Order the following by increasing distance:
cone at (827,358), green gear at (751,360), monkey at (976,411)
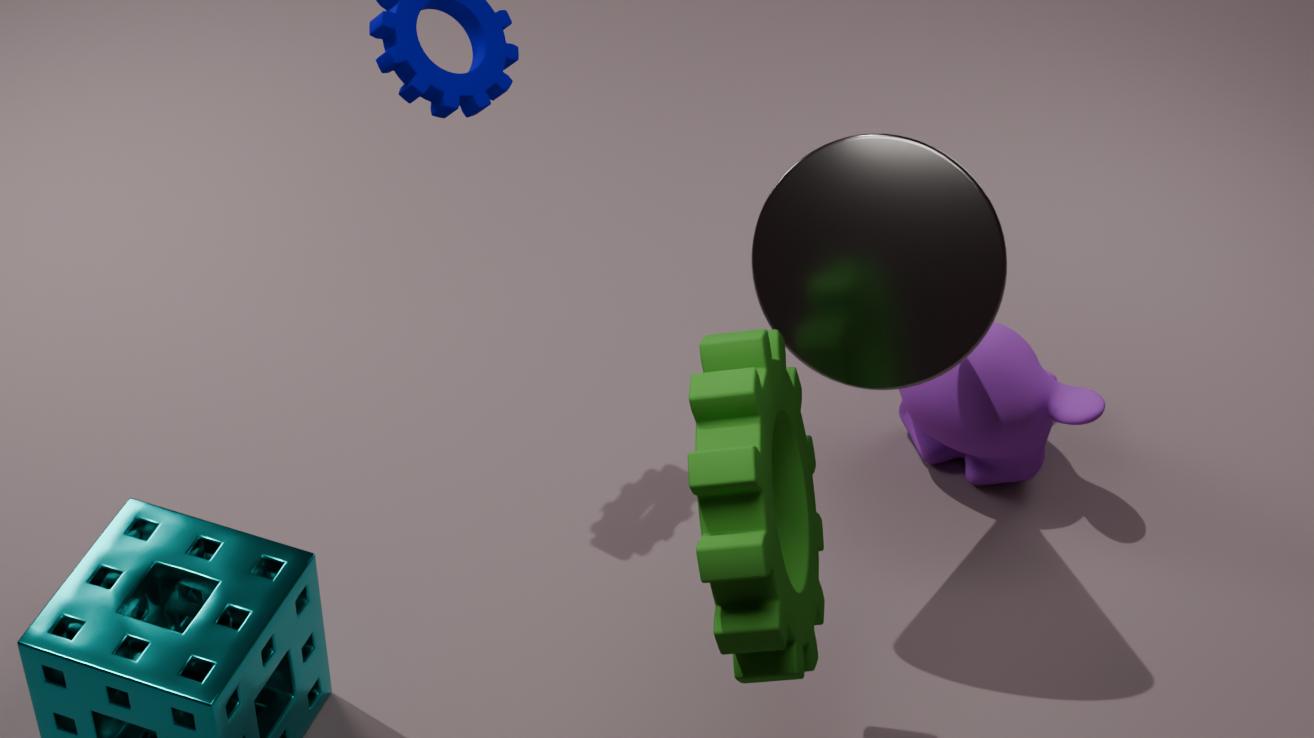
green gear at (751,360)
cone at (827,358)
monkey at (976,411)
